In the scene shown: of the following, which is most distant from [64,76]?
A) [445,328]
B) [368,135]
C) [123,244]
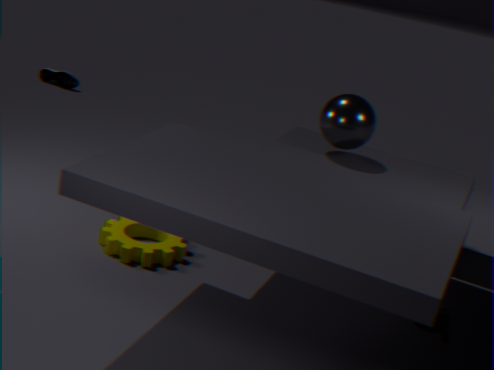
[445,328]
